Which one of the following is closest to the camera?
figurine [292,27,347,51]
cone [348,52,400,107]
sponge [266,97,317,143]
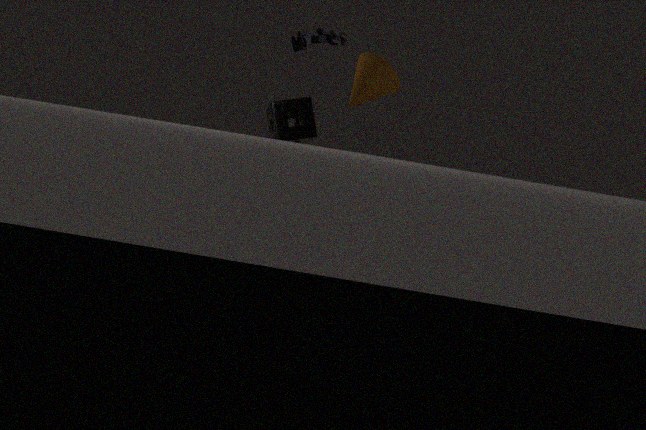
figurine [292,27,347,51]
